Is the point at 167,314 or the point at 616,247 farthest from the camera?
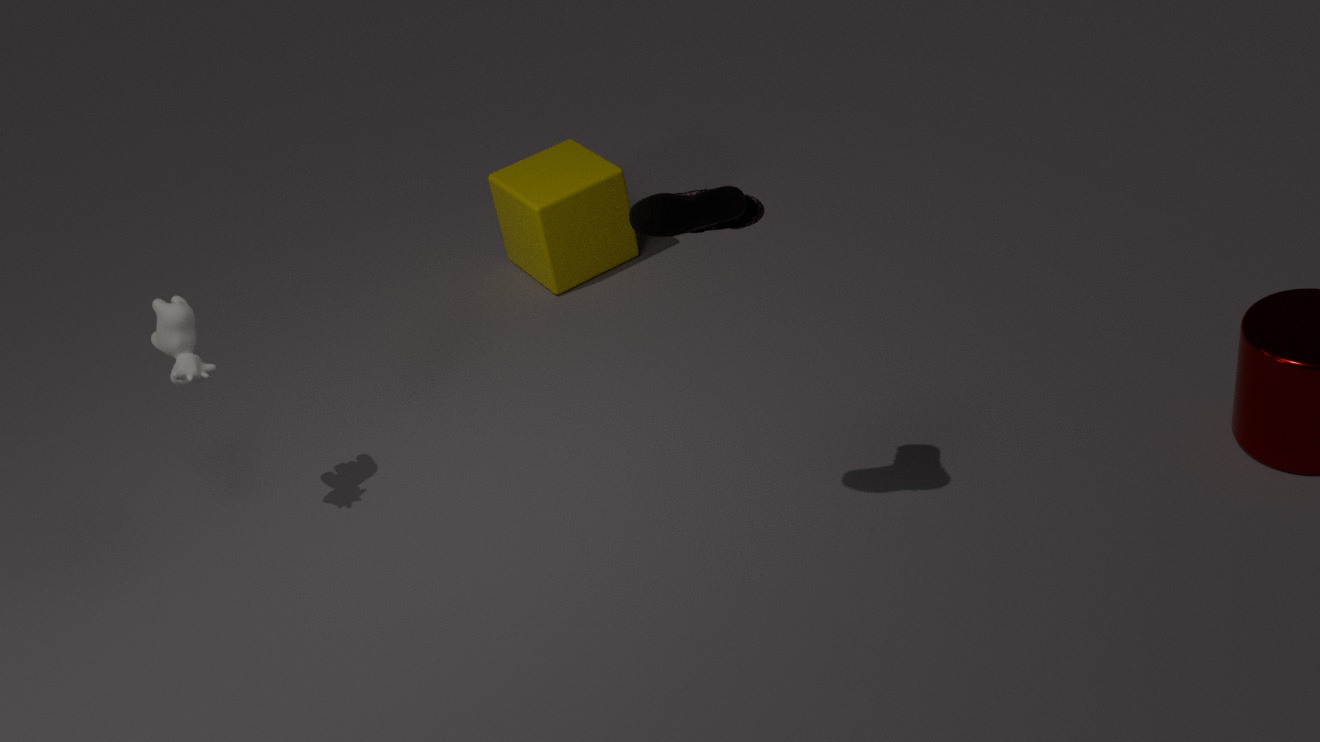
the point at 616,247
